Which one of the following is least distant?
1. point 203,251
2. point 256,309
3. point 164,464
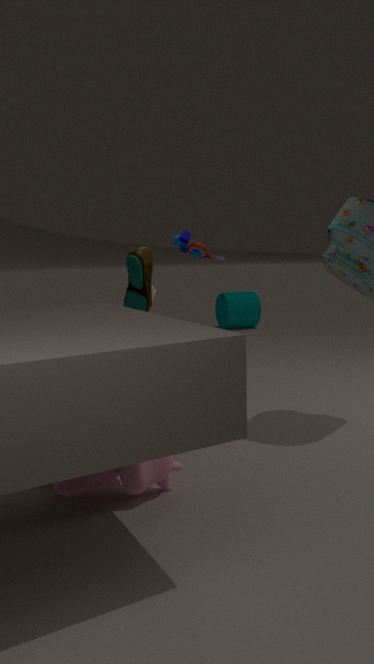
point 164,464
